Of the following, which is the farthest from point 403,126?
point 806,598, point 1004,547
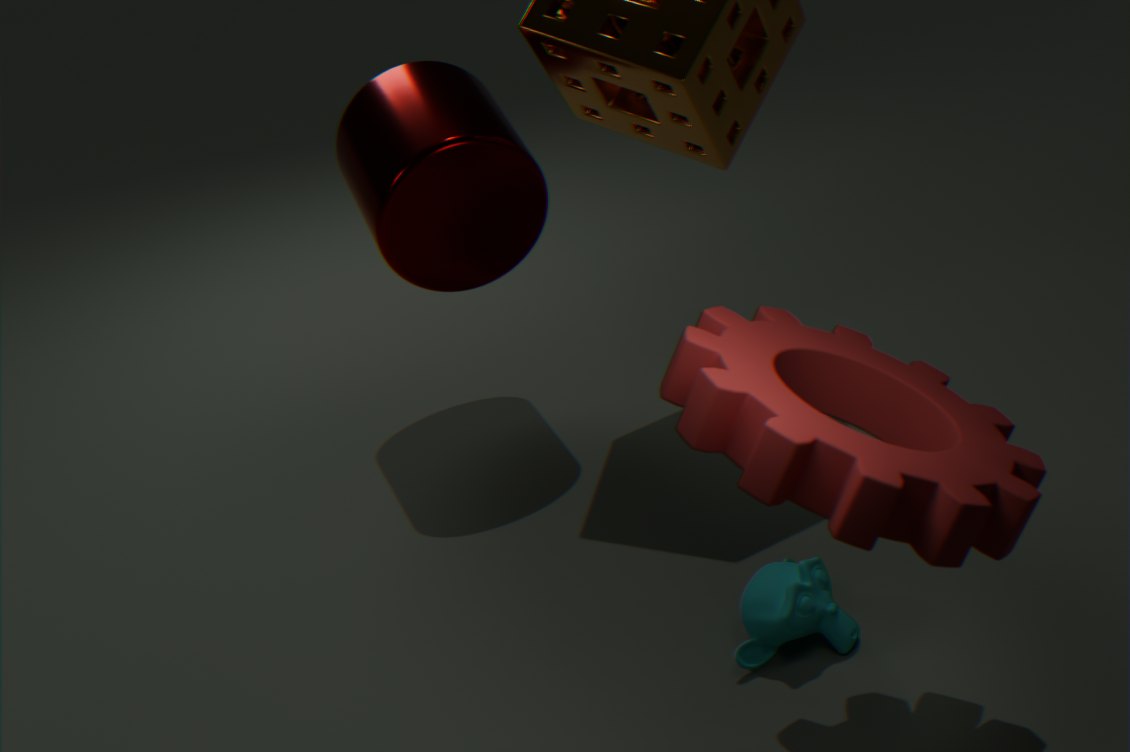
point 1004,547
